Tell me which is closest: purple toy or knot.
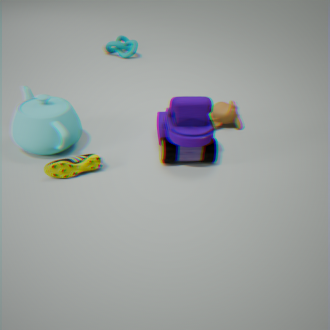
purple toy
